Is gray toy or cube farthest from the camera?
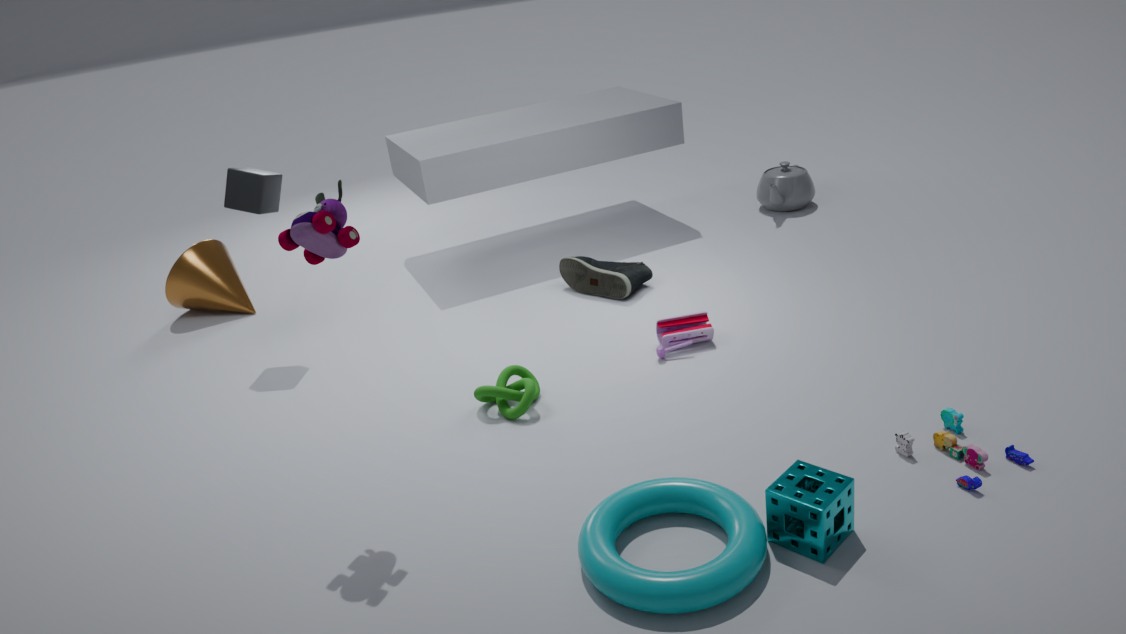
cube
